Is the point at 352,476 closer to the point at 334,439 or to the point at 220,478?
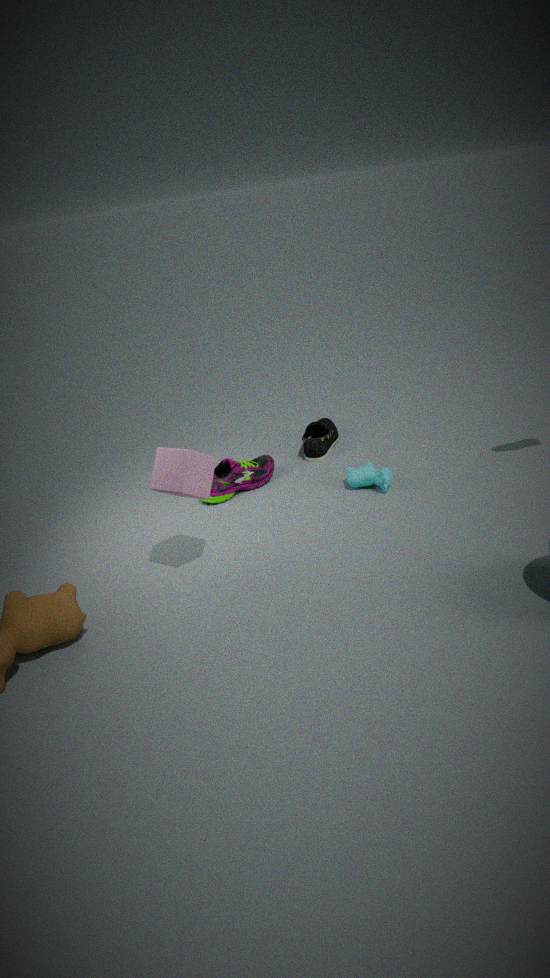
the point at 334,439
